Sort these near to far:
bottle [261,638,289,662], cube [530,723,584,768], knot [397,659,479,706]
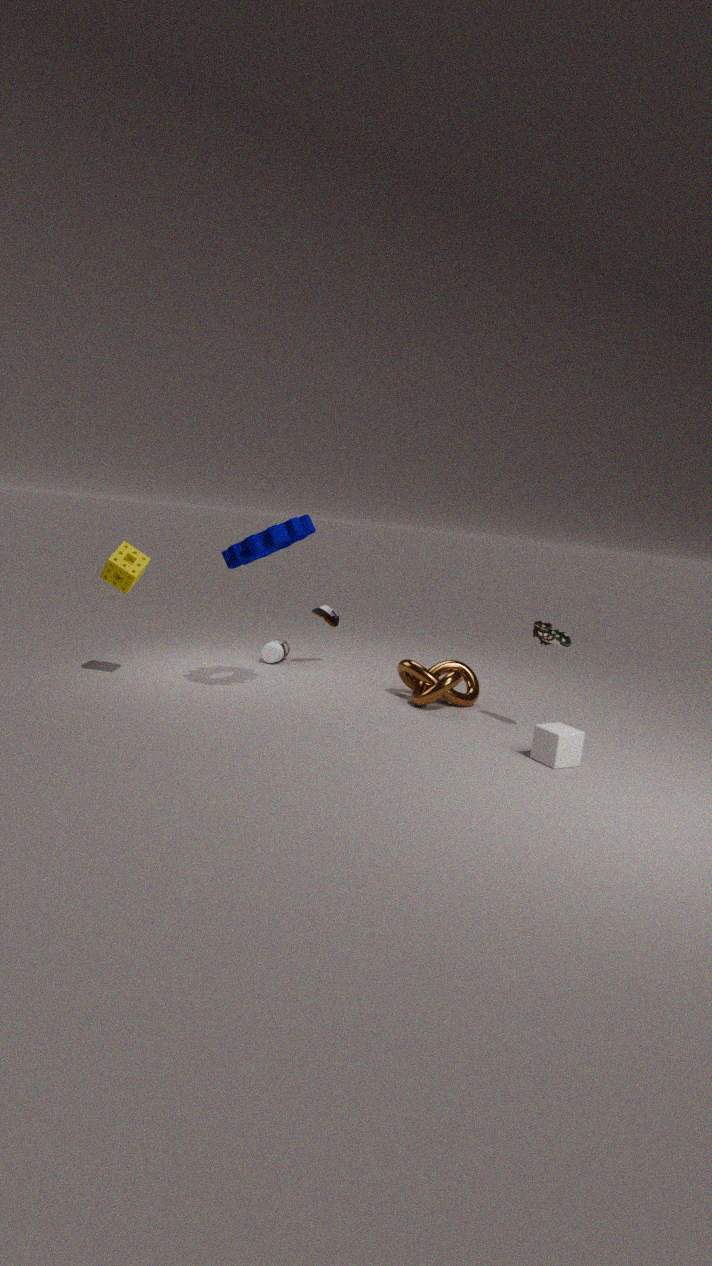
cube [530,723,584,768], knot [397,659,479,706], bottle [261,638,289,662]
